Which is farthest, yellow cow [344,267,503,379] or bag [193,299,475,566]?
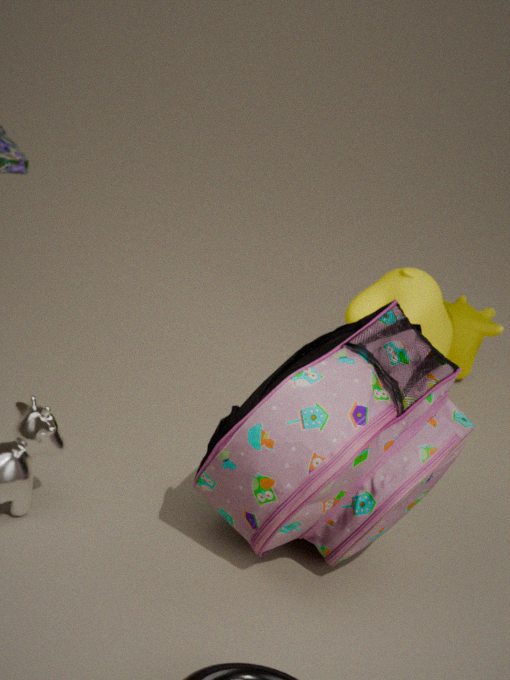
yellow cow [344,267,503,379]
